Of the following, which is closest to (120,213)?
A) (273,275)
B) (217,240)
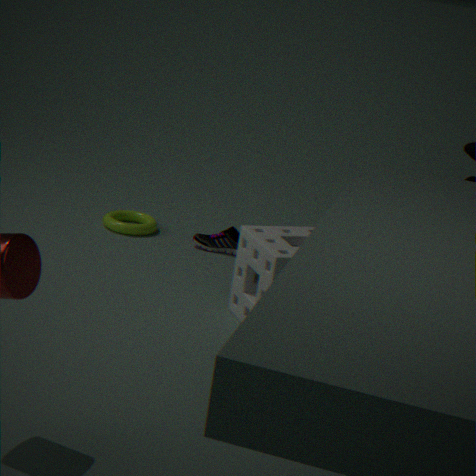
(217,240)
